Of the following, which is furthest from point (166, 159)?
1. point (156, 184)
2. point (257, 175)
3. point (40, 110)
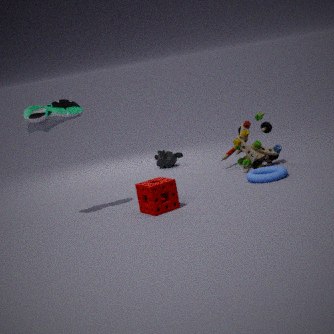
point (40, 110)
